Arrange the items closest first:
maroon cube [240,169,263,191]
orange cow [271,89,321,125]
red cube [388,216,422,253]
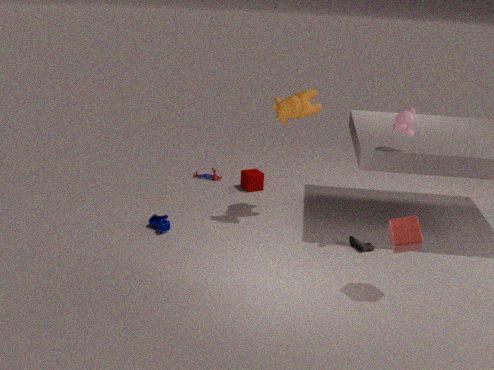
1. red cube [388,216,422,253]
2. orange cow [271,89,321,125]
3. maroon cube [240,169,263,191]
